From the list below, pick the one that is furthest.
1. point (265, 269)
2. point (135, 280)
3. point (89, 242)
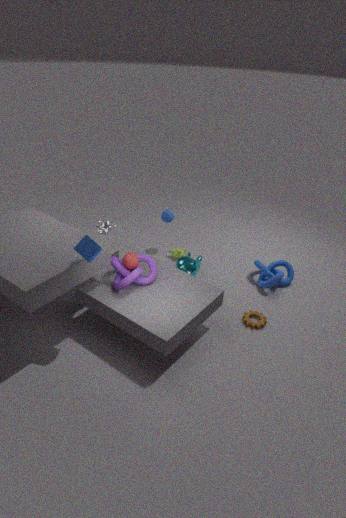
point (265, 269)
